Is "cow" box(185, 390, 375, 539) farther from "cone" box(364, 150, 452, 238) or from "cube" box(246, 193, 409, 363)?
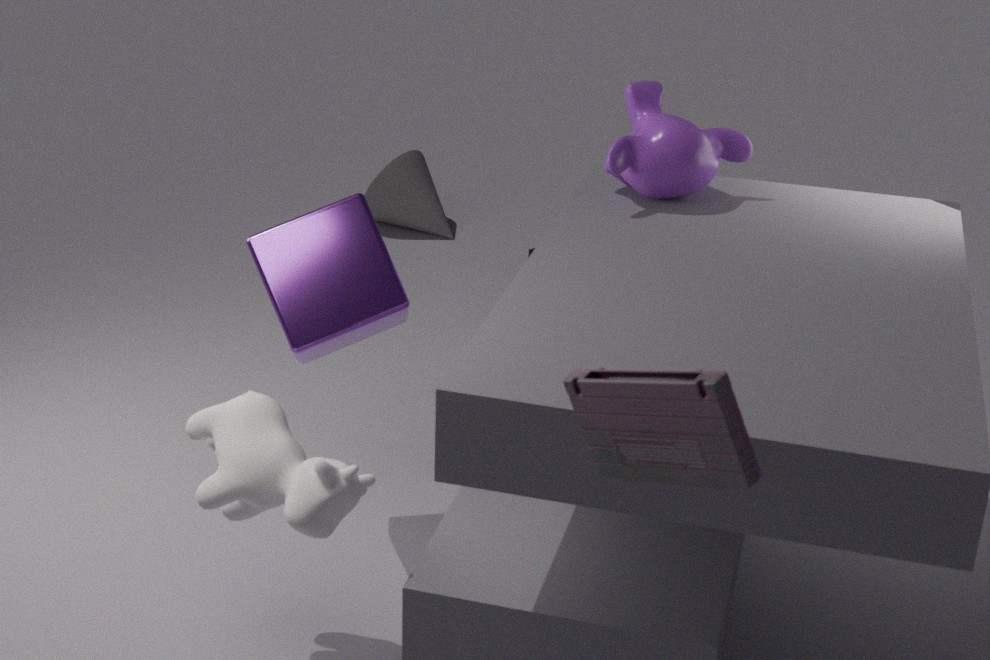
"cone" box(364, 150, 452, 238)
